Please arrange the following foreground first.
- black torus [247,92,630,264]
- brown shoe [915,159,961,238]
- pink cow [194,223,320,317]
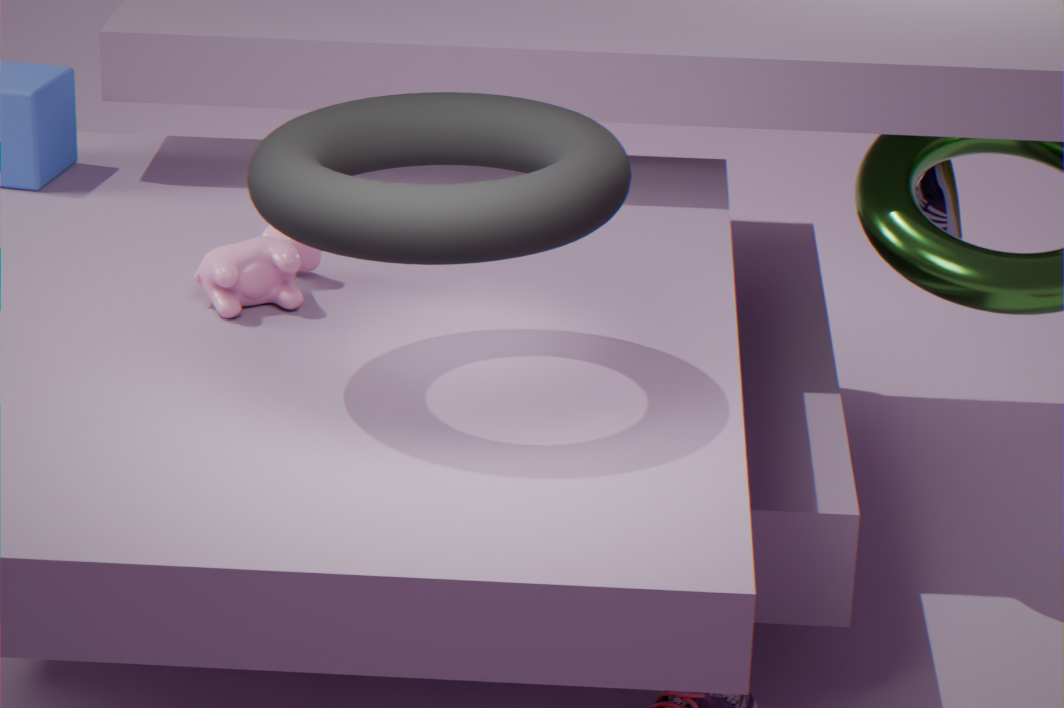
black torus [247,92,630,264] < pink cow [194,223,320,317] < brown shoe [915,159,961,238]
